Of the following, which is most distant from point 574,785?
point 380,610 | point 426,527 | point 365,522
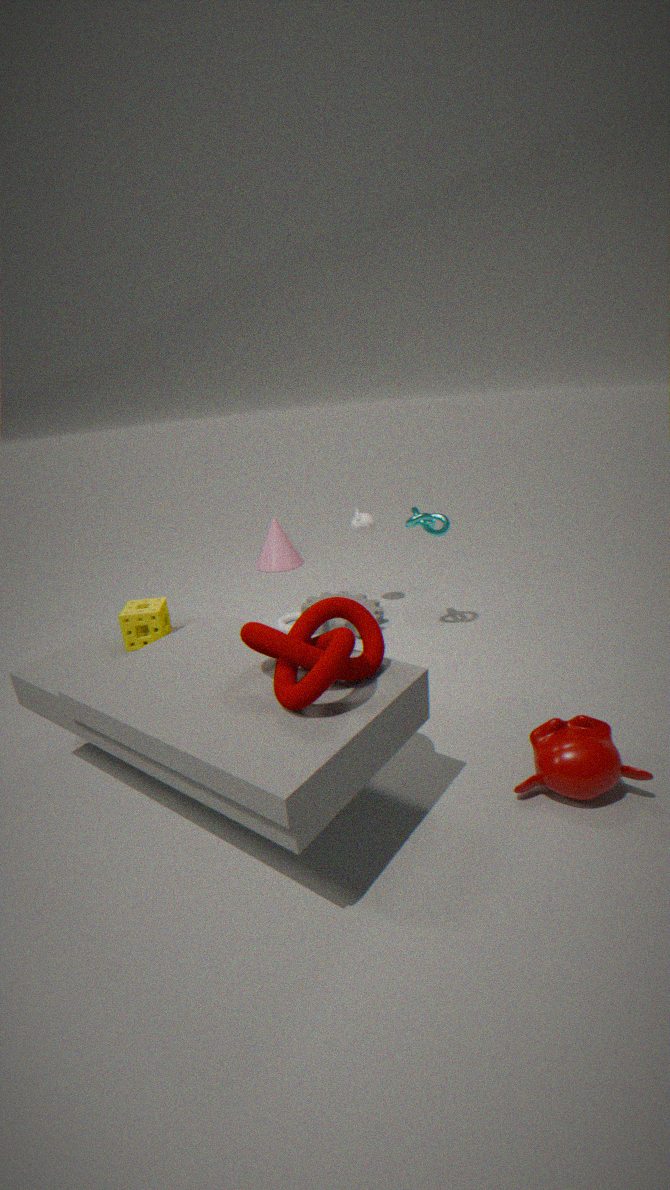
point 365,522
